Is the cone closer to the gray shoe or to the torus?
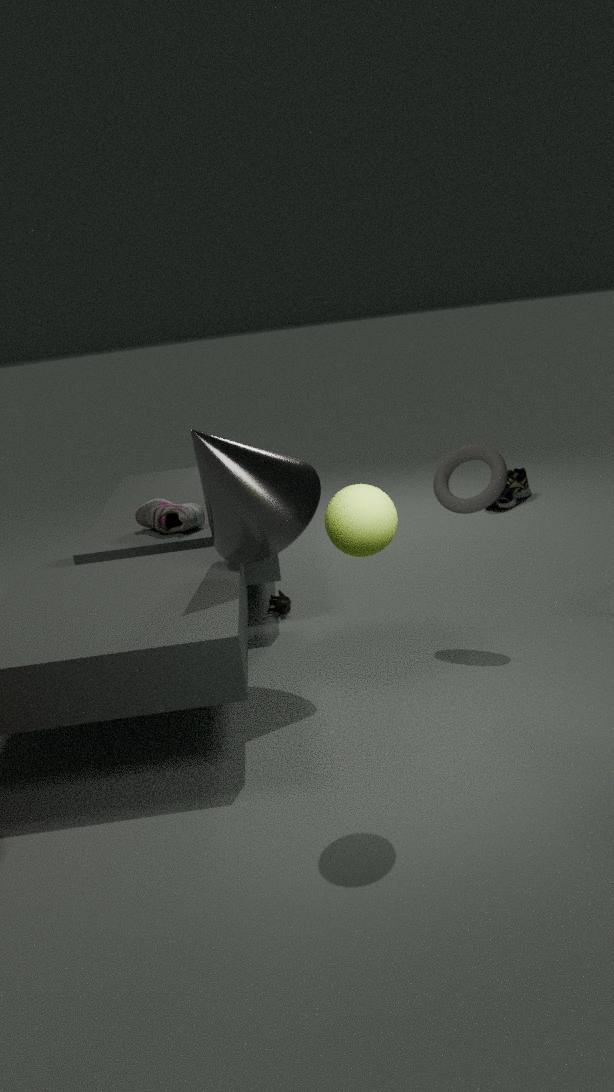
the gray shoe
